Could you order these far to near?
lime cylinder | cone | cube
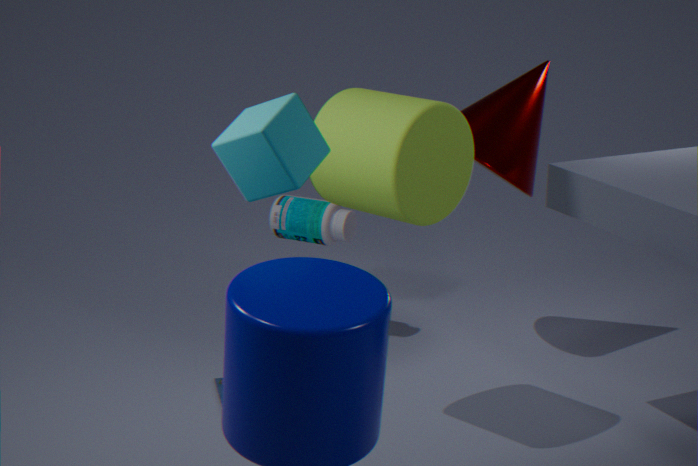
cone, lime cylinder, cube
